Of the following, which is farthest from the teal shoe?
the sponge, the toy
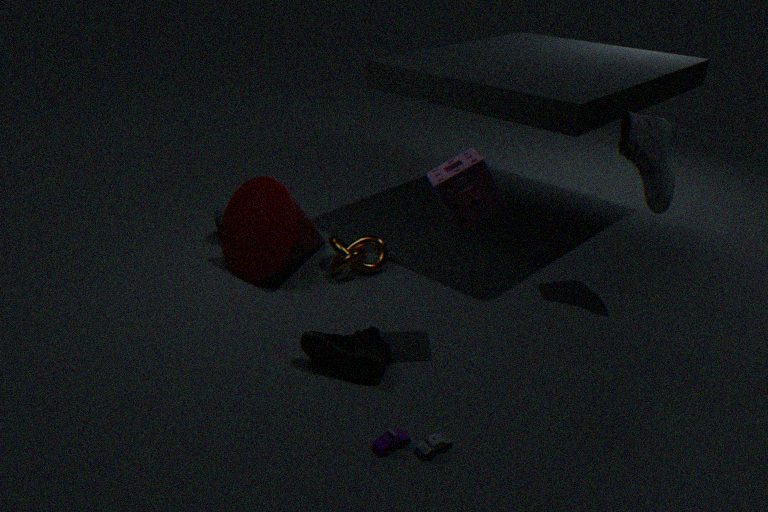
the sponge
